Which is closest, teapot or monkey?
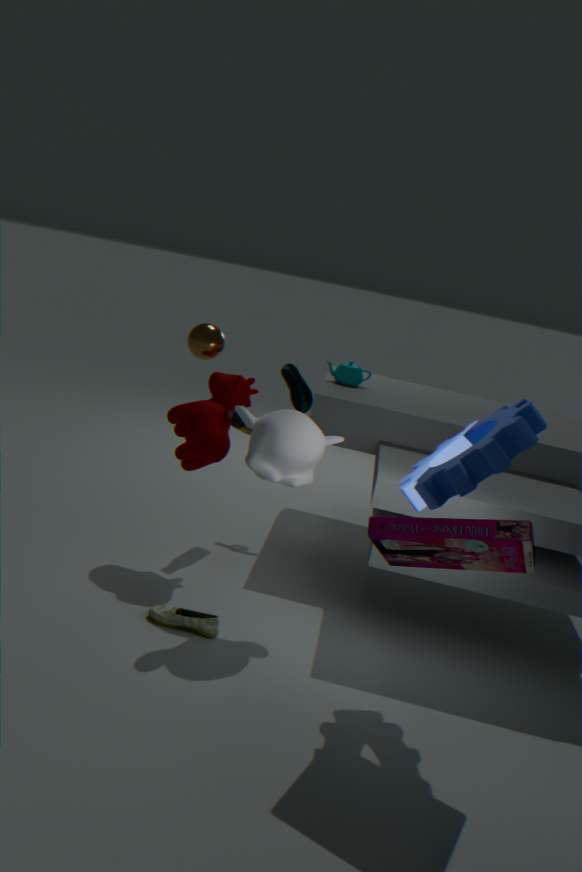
monkey
